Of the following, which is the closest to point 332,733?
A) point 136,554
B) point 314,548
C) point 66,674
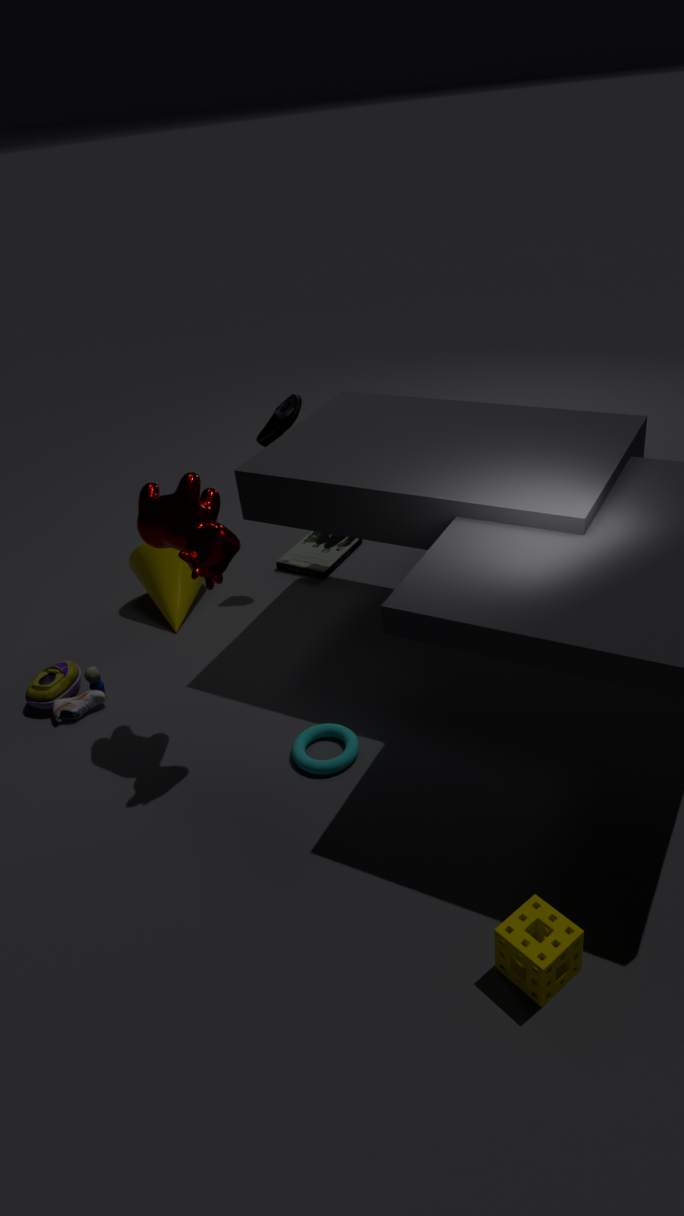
point 66,674
